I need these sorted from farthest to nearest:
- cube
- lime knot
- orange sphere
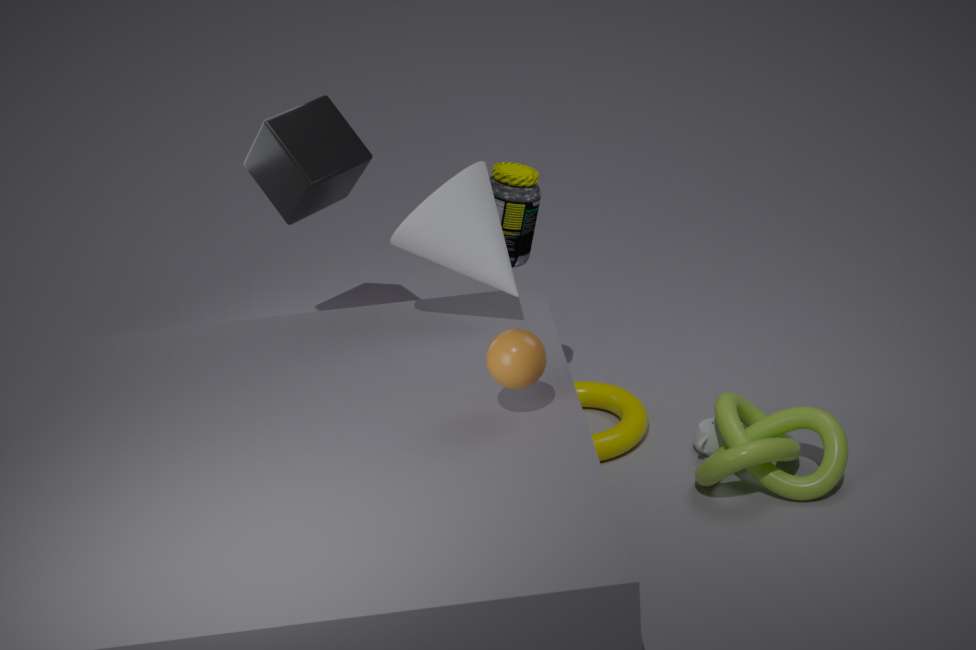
cube < lime knot < orange sphere
